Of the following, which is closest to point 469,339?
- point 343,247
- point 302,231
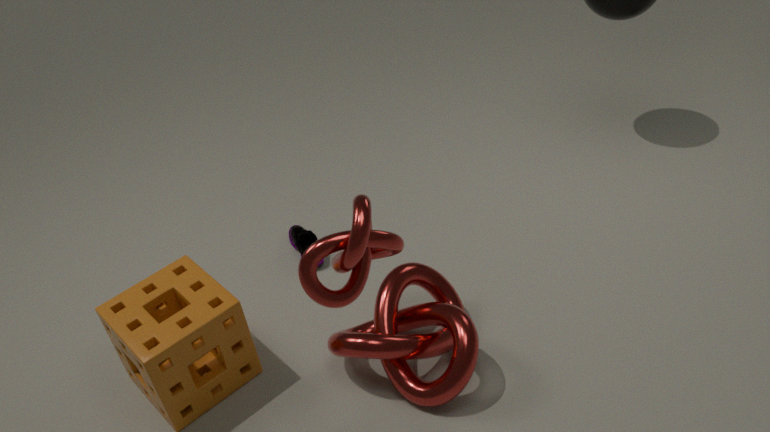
point 302,231
